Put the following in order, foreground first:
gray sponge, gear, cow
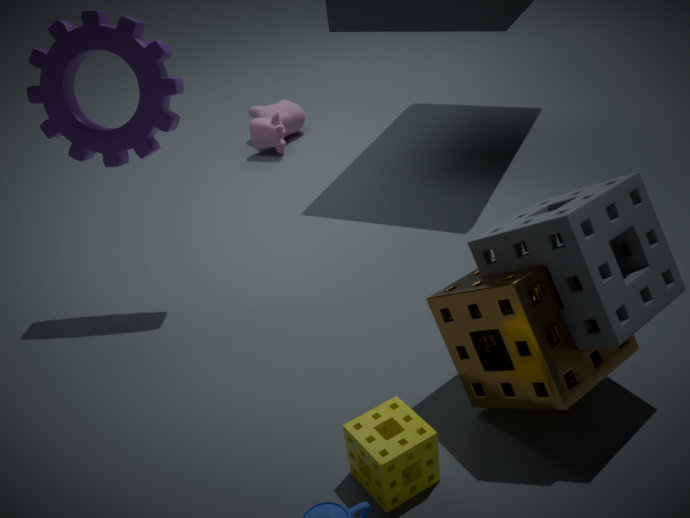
1. gray sponge
2. gear
3. cow
